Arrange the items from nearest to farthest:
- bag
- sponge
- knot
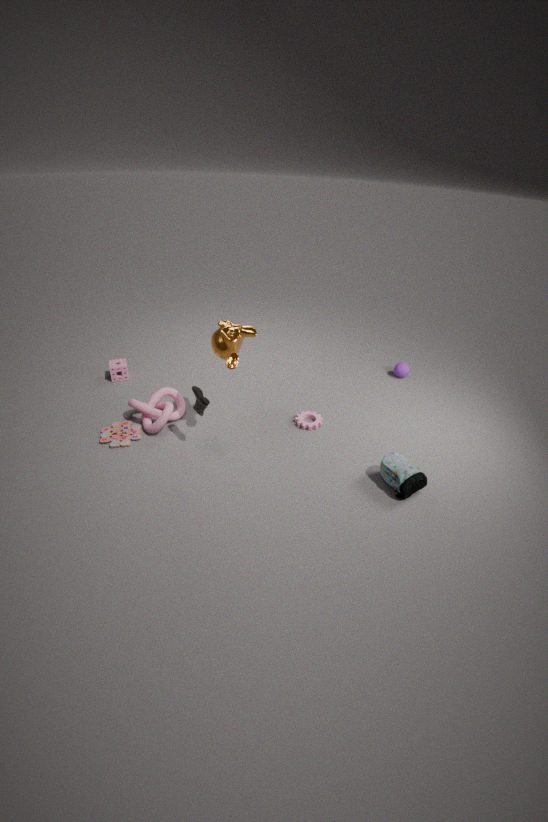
bag
knot
sponge
